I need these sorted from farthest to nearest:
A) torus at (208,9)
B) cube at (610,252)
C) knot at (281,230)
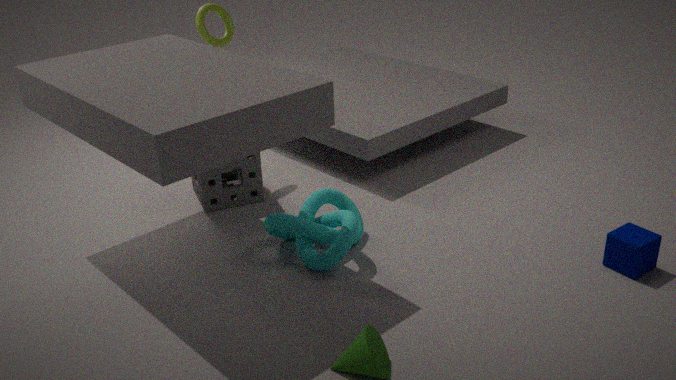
torus at (208,9) → knot at (281,230) → cube at (610,252)
